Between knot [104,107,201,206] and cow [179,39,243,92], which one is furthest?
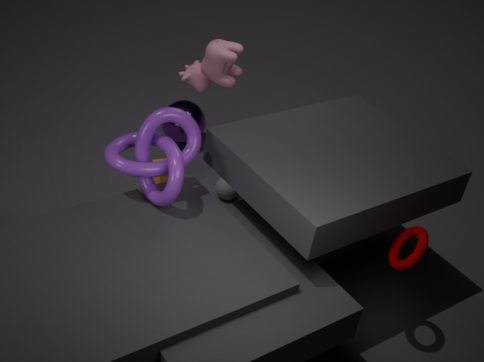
cow [179,39,243,92]
